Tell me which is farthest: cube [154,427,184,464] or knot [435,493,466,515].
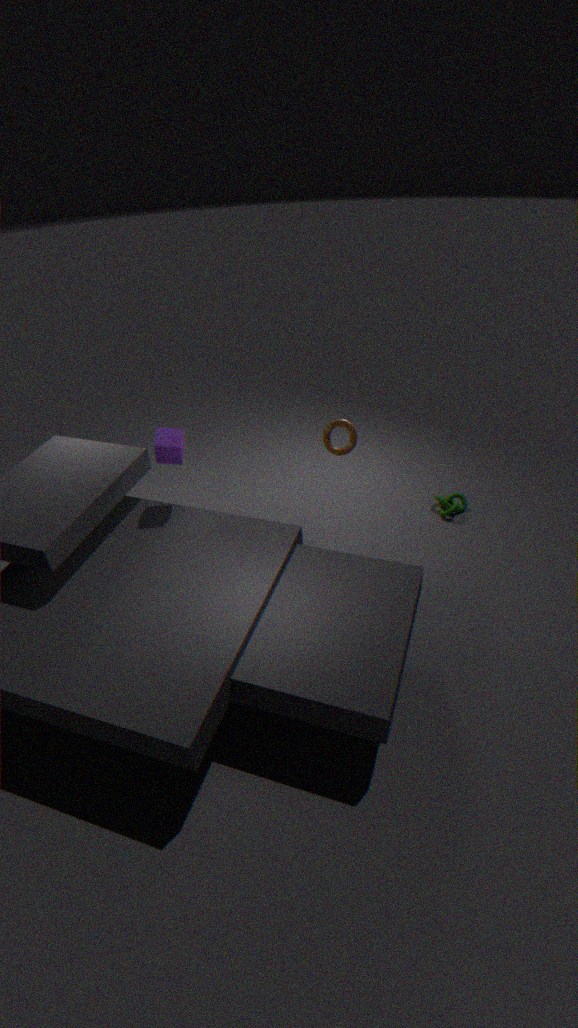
knot [435,493,466,515]
